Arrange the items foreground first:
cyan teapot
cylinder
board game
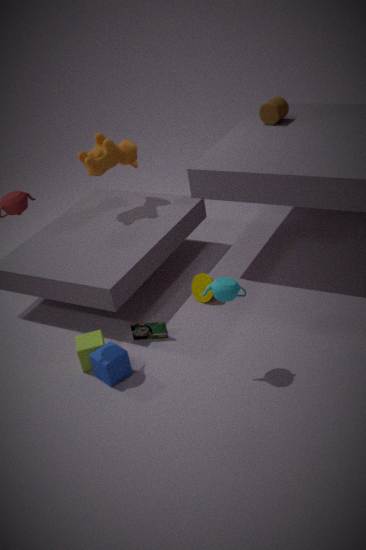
cyan teapot < board game < cylinder
